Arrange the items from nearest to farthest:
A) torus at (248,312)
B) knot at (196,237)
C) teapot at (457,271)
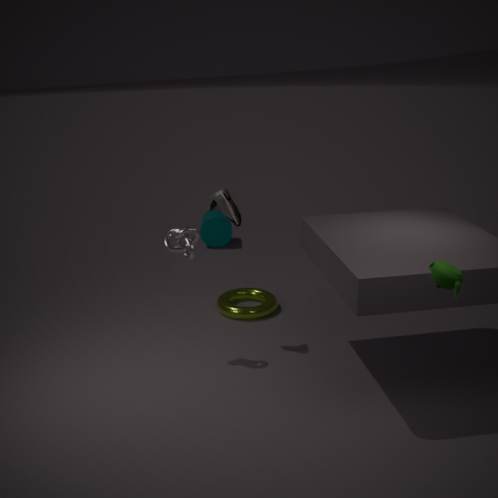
teapot at (457,271) → knot at (196,237) → torus at (248,312)
